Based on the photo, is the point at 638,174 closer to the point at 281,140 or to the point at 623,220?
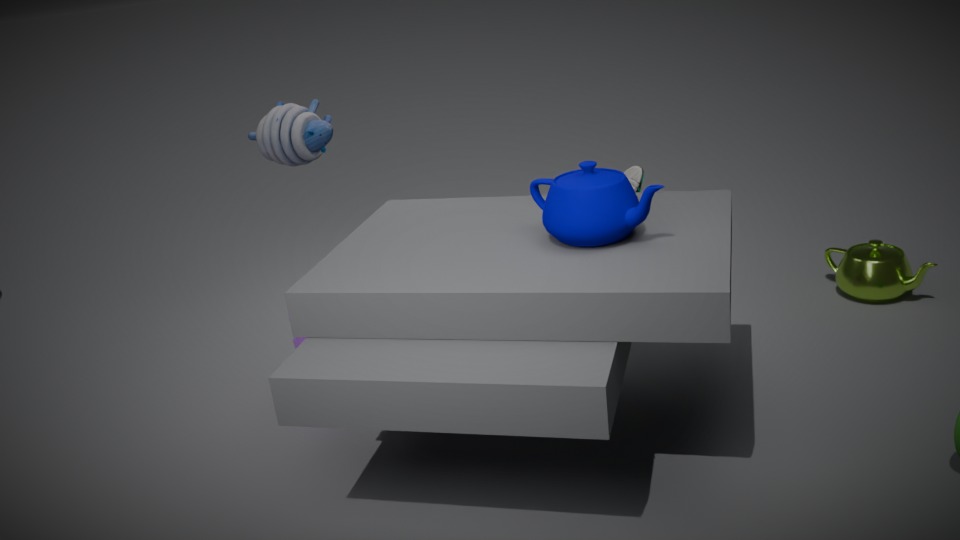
the point at 623,220
